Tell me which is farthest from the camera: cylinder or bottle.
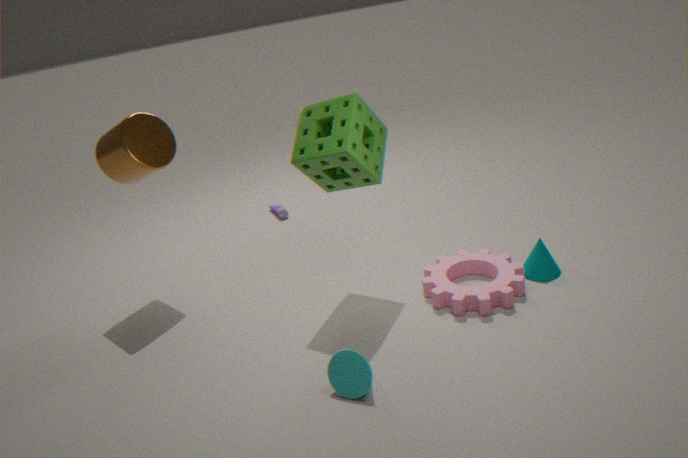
bottle
